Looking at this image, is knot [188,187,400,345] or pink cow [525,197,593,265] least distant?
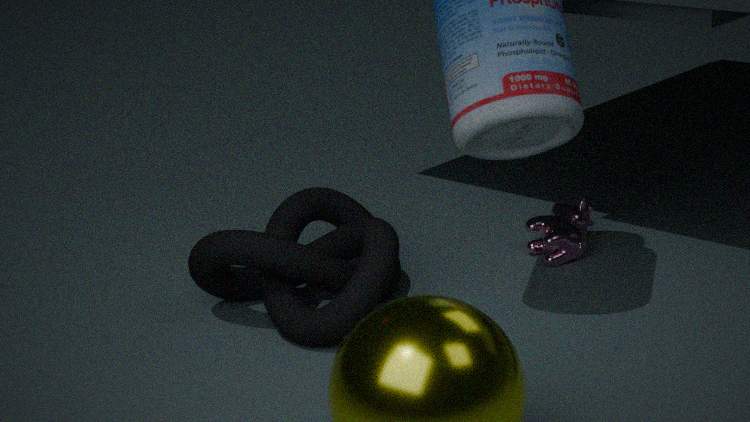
knot [188,187,400,345]
